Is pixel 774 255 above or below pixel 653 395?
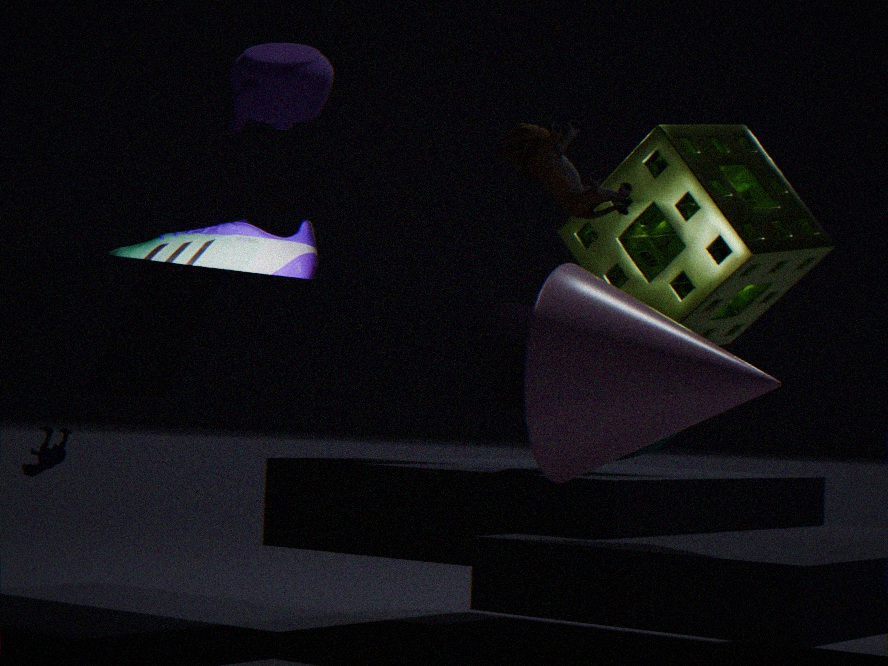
above
